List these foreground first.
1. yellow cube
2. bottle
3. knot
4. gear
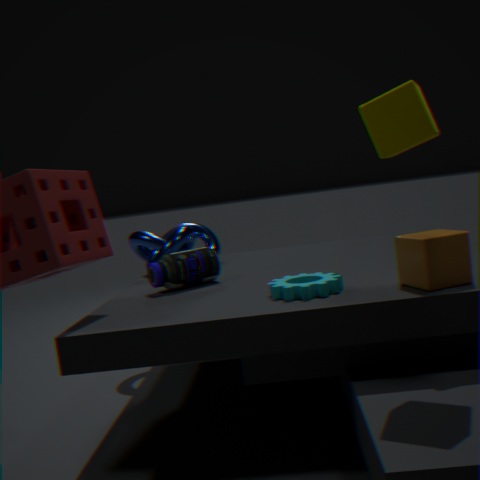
yellow cube, gear, bottle, knot
